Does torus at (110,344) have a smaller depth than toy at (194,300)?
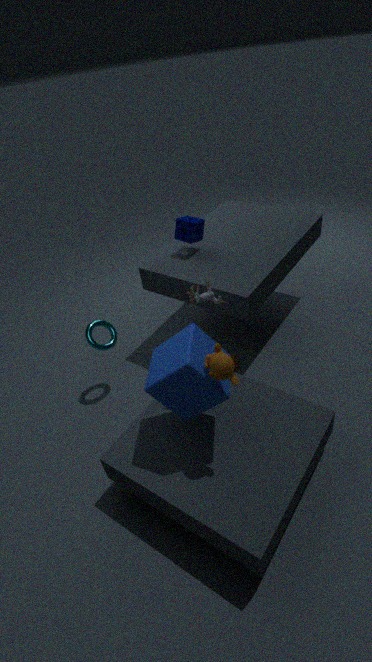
No
